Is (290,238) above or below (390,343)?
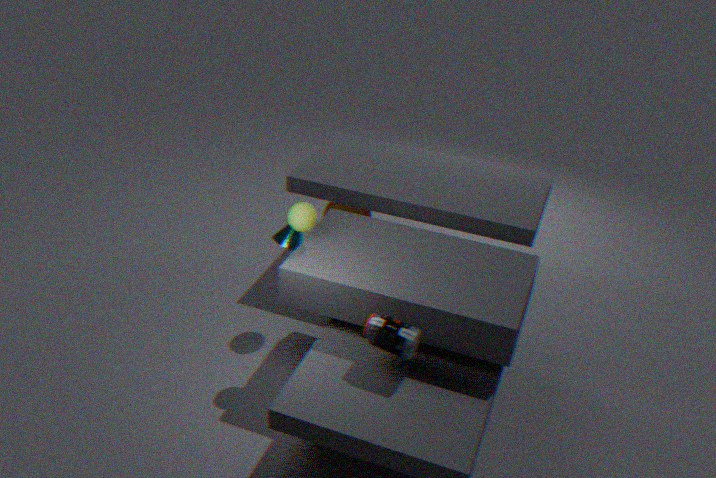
below
